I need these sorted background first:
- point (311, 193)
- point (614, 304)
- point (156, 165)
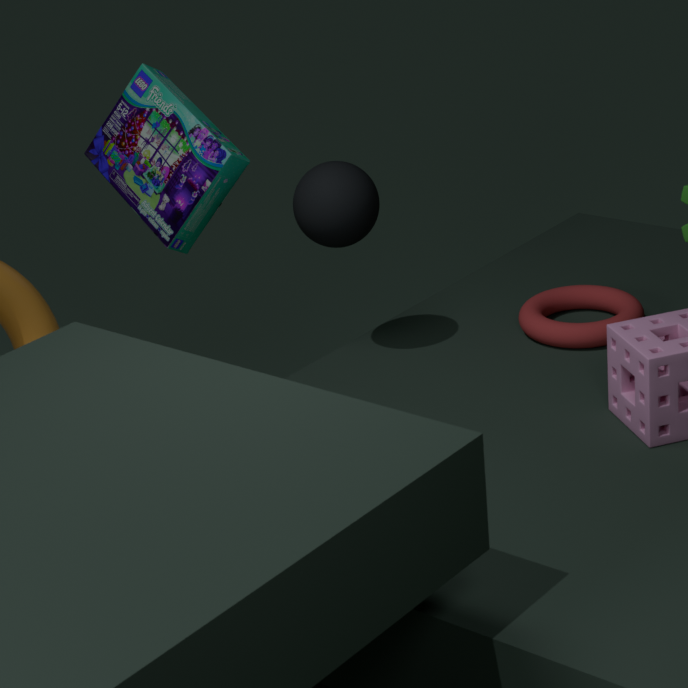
1. point (156, 165)
2. point (614, 304)
3. point (311, 193)
